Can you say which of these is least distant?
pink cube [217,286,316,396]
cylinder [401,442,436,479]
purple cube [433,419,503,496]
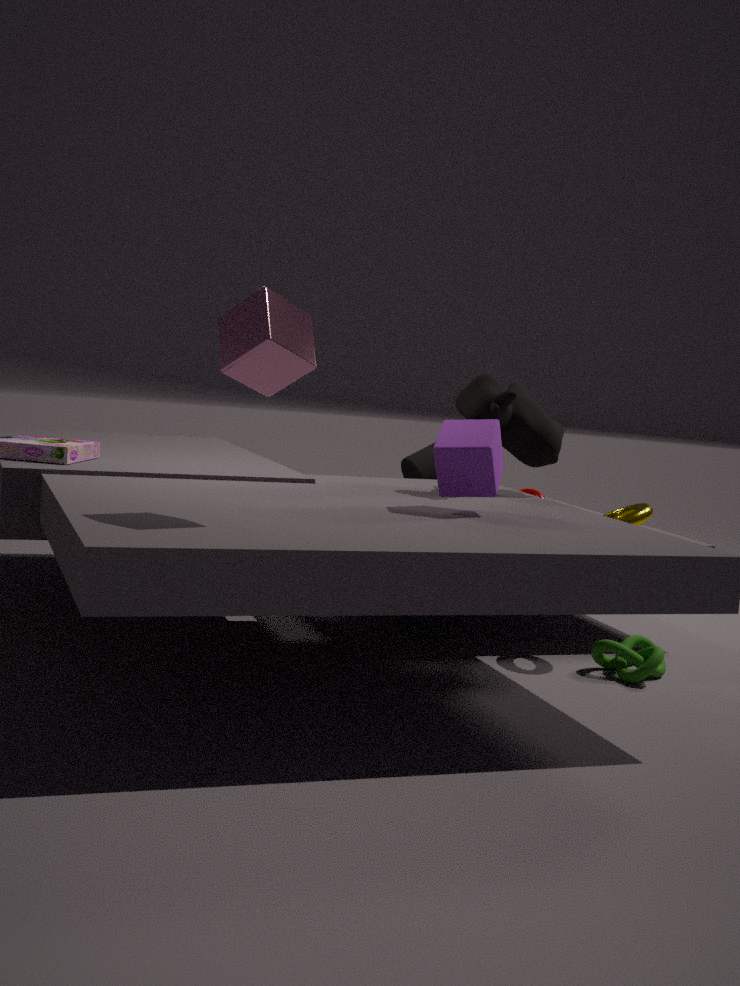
pink cube [217,286,316,396]
